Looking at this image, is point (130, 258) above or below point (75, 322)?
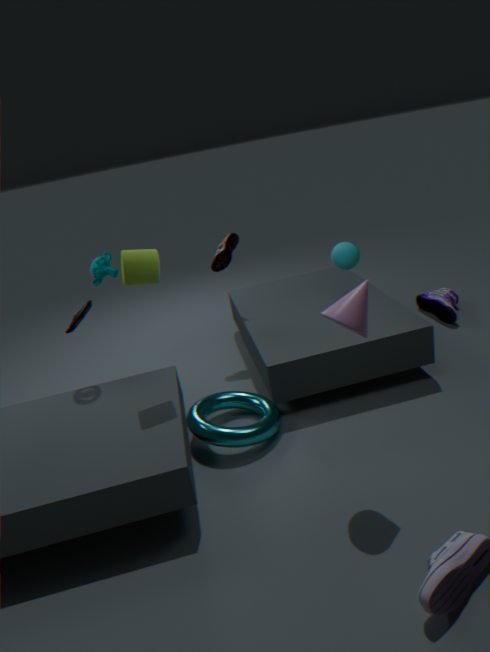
above
